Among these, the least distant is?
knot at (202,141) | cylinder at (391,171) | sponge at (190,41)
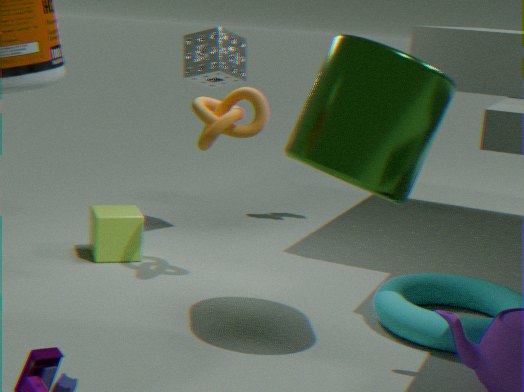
cylinder at (391,171)
